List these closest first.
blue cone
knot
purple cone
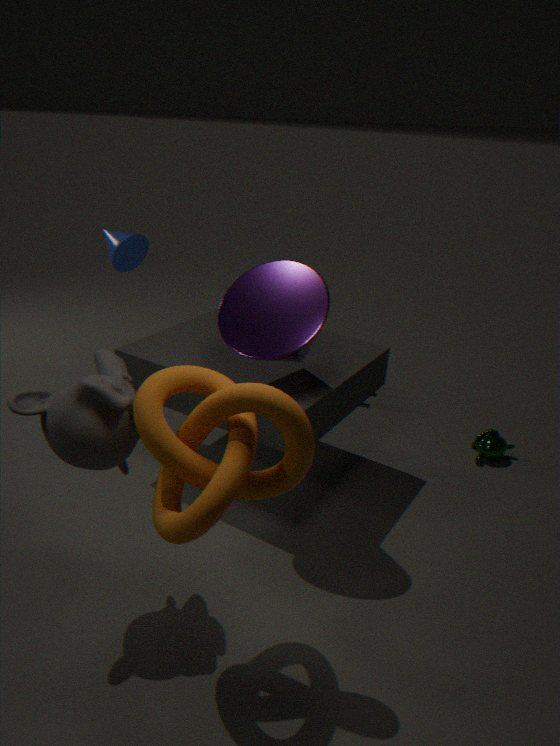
knot, purple cone, blue cone
